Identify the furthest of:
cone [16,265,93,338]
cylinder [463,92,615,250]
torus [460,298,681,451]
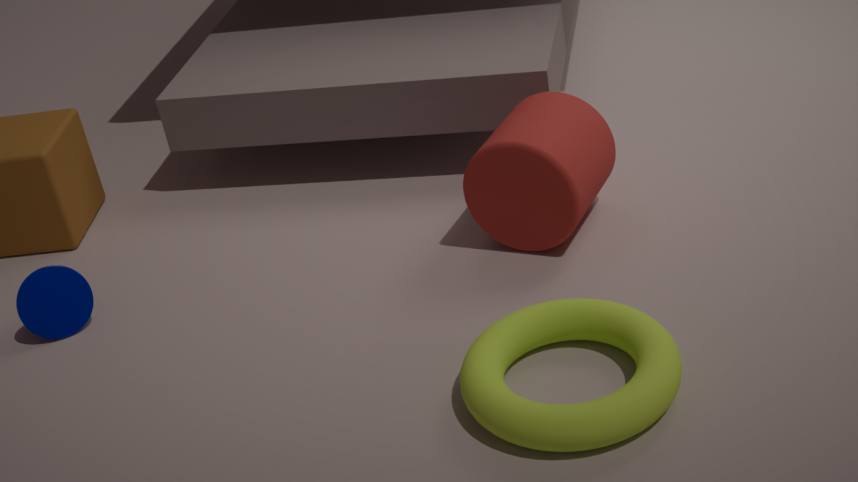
cone [16,265,93,338]
